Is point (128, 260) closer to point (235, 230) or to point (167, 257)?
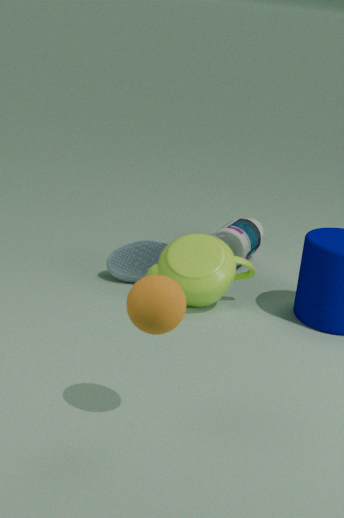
point (167, 257)
